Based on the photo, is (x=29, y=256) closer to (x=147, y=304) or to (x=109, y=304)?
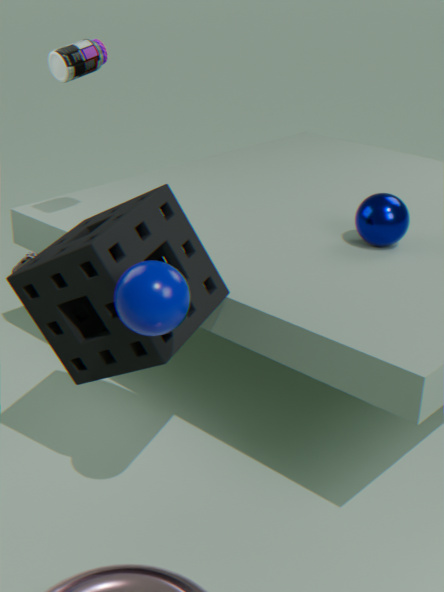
(x=109, y=304)
